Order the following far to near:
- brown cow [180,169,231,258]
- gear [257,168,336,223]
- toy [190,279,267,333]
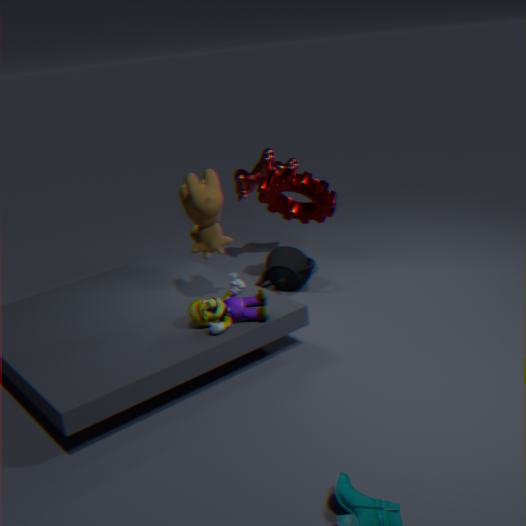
gear [257,168,336,223]
toy [190,279,267,333]
brown cow [180,169,231,258]
